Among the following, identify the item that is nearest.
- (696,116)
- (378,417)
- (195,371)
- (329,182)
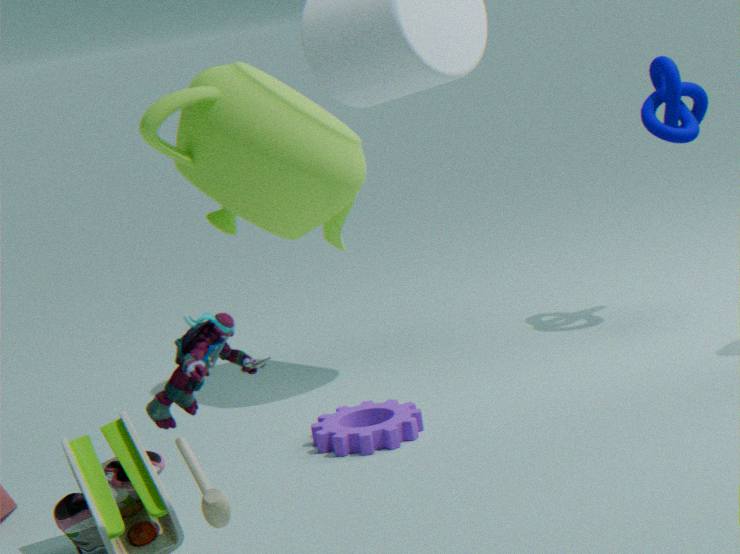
(195,371)
